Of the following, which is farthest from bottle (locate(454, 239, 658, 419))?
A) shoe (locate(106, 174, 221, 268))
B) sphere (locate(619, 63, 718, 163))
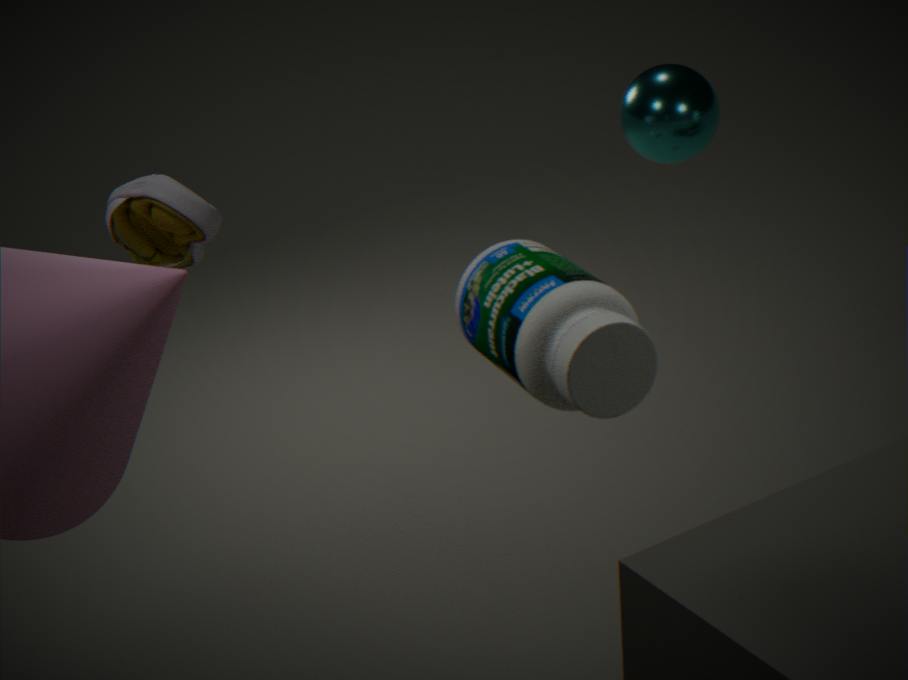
sphere (locate(619, 63, 718, 163))
